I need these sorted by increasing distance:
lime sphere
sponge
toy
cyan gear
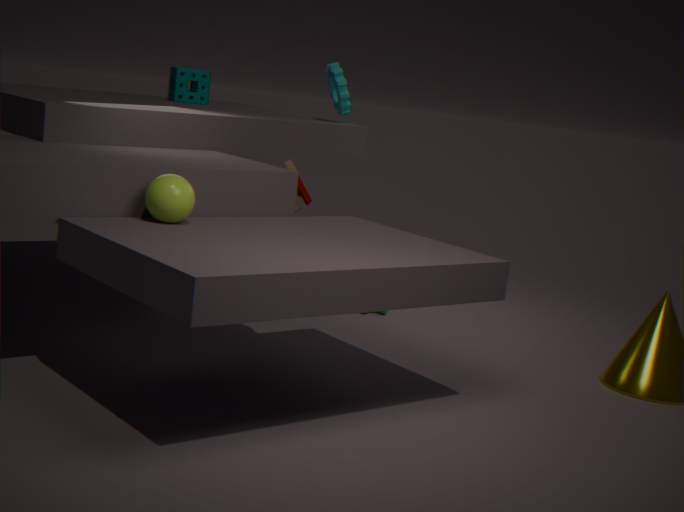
1. lime sphere
2. toy
3. cyan gear
4. sponge
